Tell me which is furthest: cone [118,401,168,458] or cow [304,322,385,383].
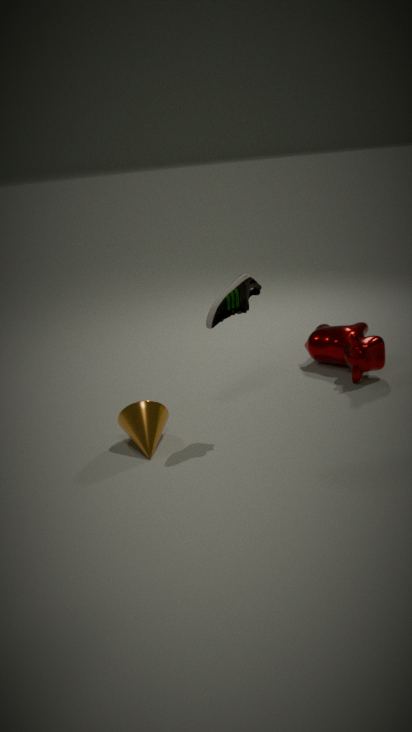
cow [304,322,385,383]
